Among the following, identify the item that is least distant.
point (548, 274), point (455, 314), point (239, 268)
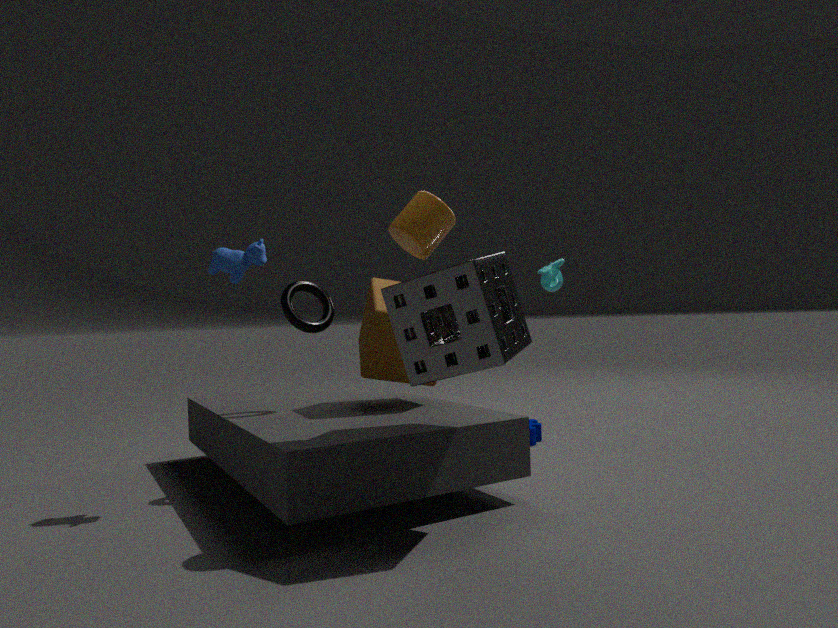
point (455, 314)
